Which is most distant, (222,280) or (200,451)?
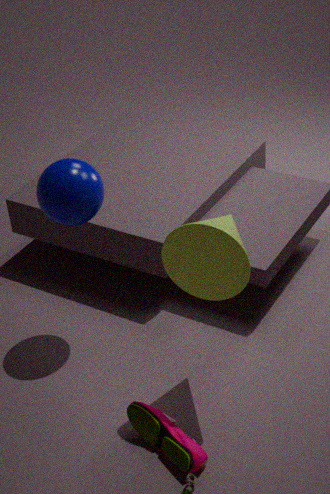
(200,451)
